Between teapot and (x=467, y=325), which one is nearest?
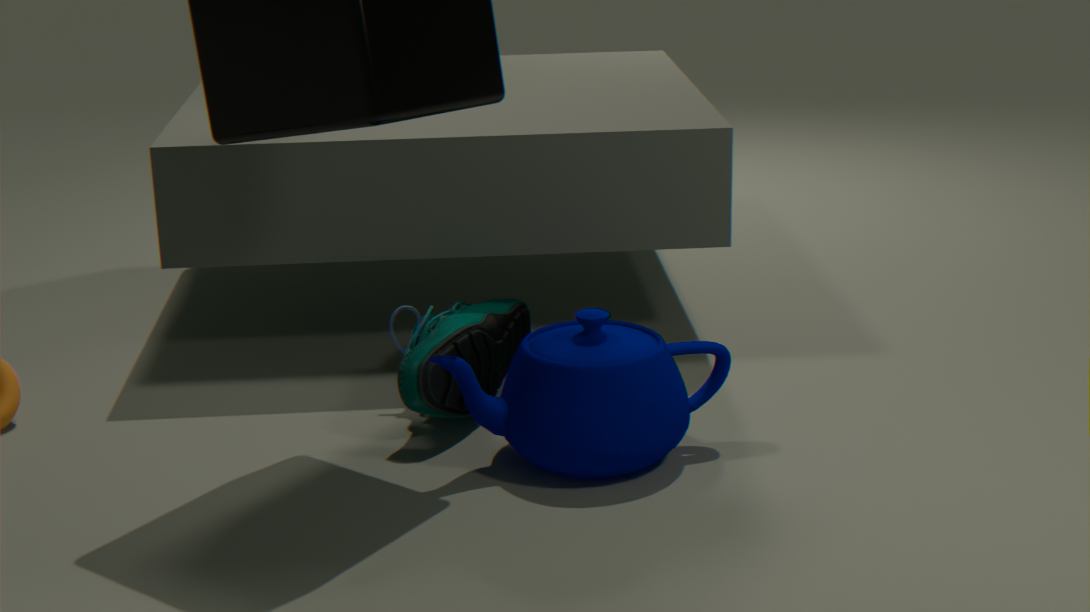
teapot
